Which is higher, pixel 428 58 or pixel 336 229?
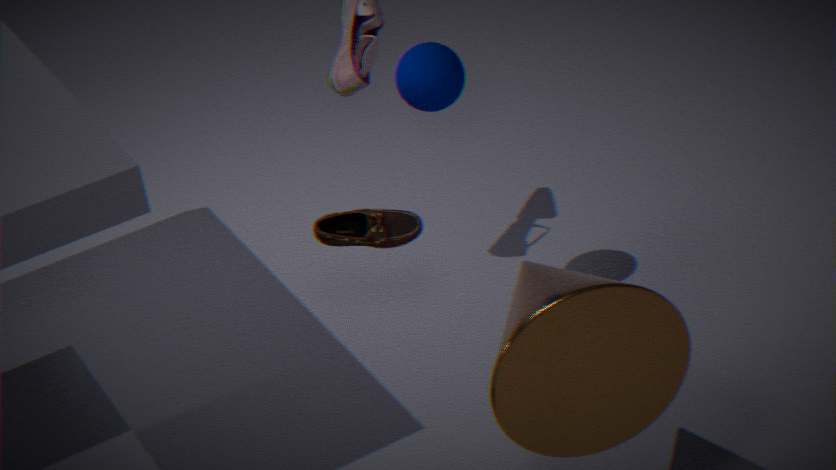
pixel 428 58
